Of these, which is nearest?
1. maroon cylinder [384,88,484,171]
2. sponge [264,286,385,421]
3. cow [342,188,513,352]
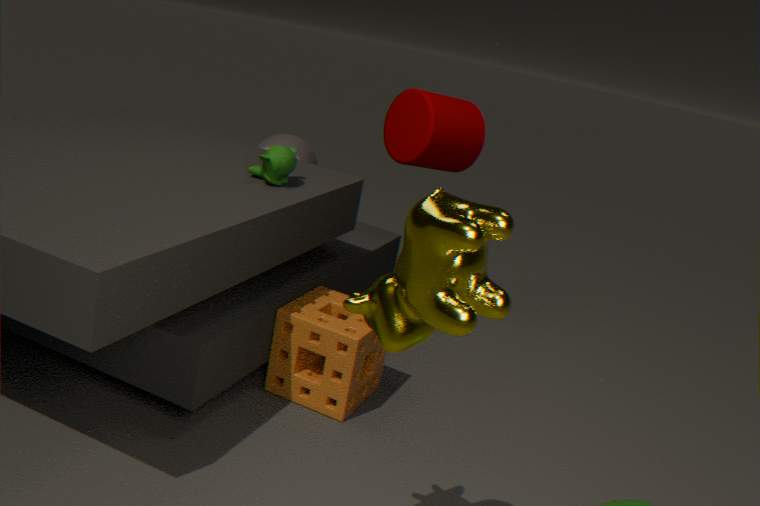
cow [342,188,513,352]
